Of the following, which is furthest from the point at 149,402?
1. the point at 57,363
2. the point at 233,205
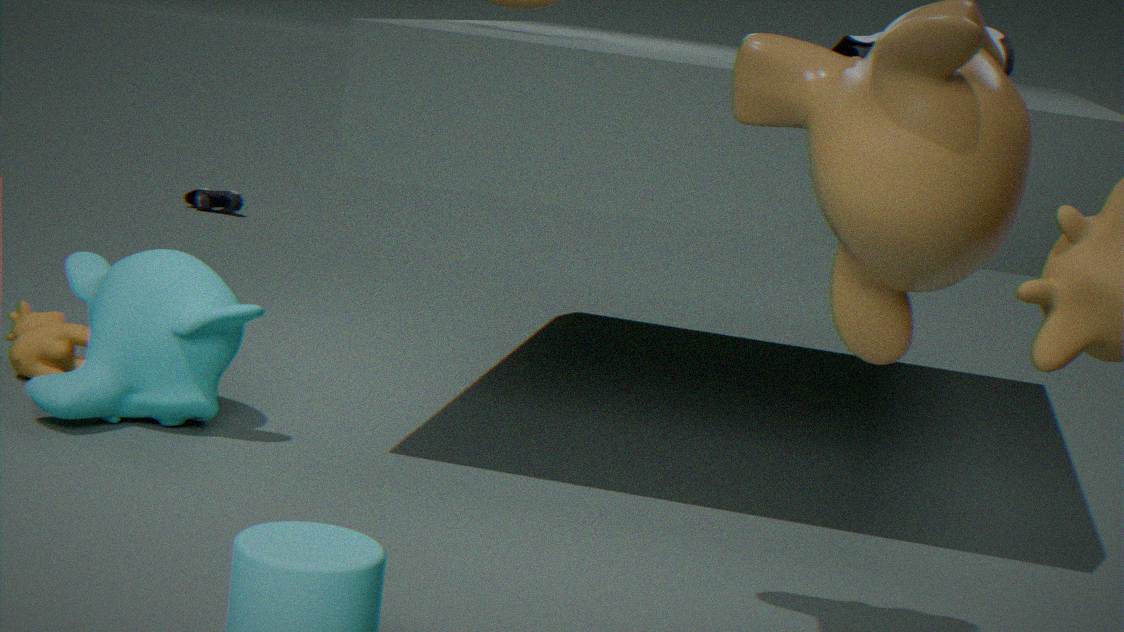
the point at 233,205
